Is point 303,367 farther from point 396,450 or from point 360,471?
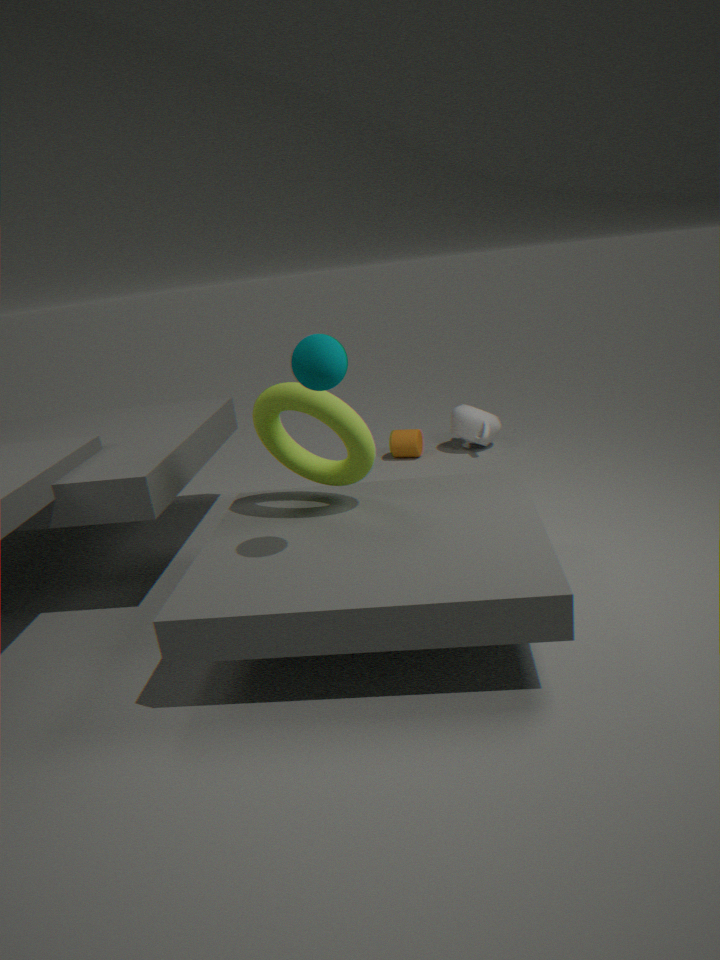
point 396,450
